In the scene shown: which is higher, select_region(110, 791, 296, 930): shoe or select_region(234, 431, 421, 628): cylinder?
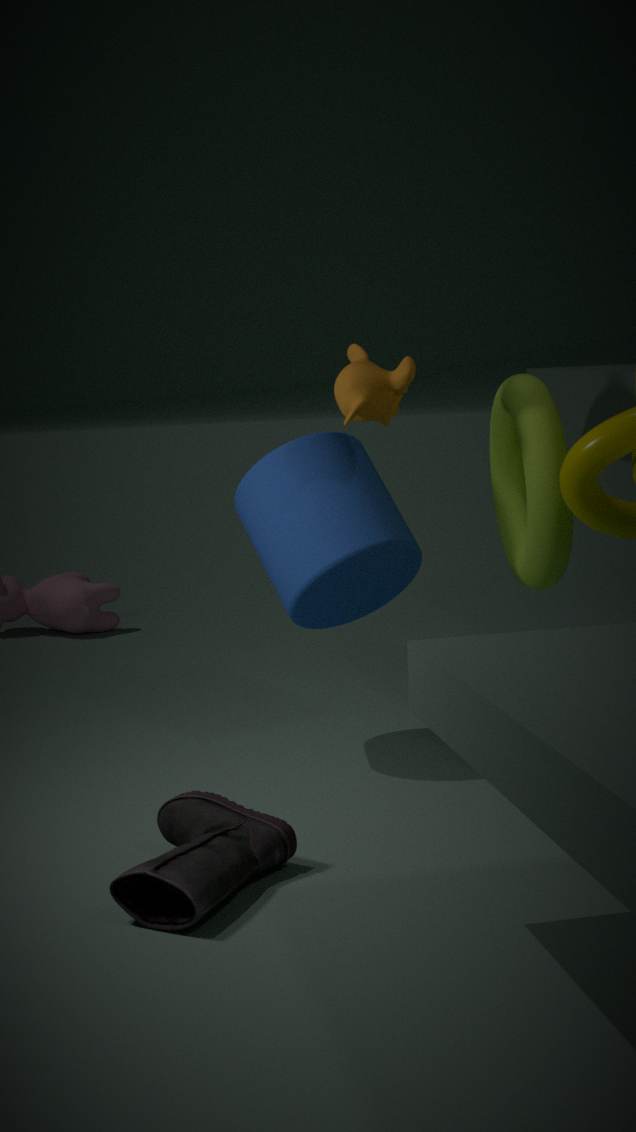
select_region(234, 431, 421, 628): cylinder
